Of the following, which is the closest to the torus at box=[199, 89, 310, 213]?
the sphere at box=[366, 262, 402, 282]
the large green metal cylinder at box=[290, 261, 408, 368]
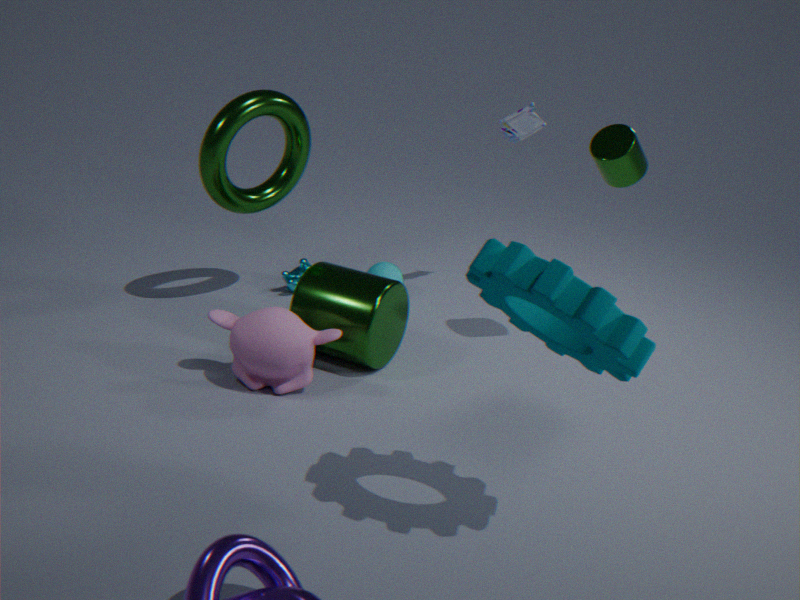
the large green metal cylinder at box=[290, 261, 408, 368]
